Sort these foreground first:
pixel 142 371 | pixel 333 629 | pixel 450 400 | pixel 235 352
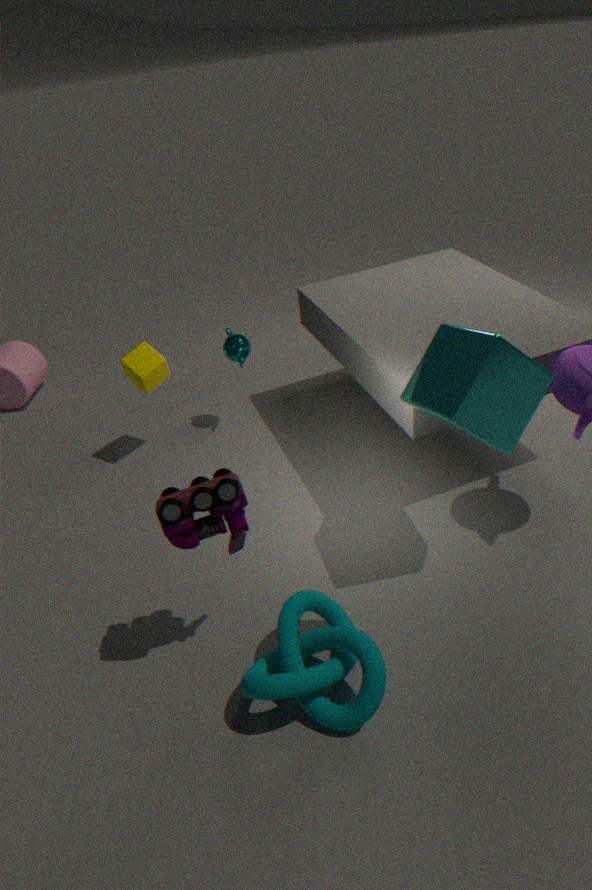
pixel 450 400, pixel 333 629, pixel 142 371, pixel 235 352
